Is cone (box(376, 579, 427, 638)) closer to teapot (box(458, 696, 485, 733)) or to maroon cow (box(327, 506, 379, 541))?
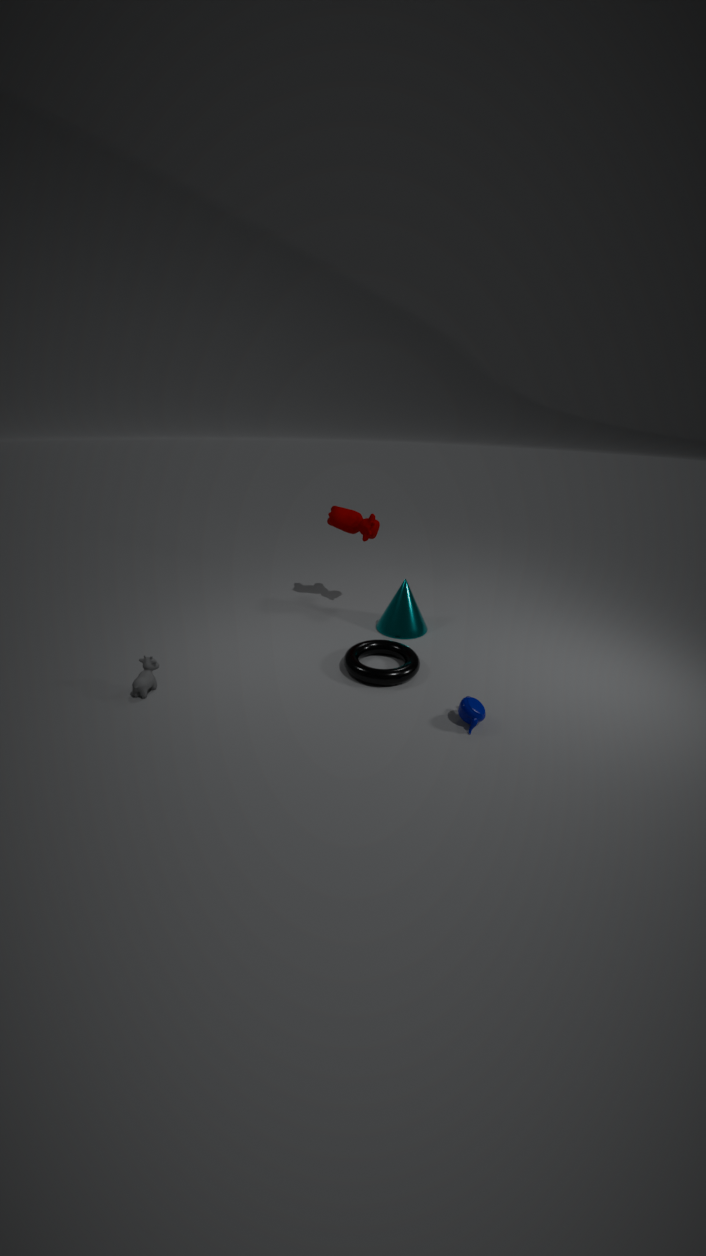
maroon cow (box(327, 506, 379, 541))
